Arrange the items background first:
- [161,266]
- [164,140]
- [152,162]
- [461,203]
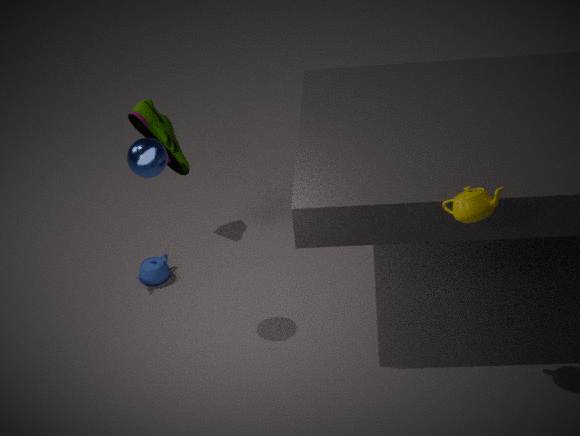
[164,140], [161,266], [152,162], [461,203]
